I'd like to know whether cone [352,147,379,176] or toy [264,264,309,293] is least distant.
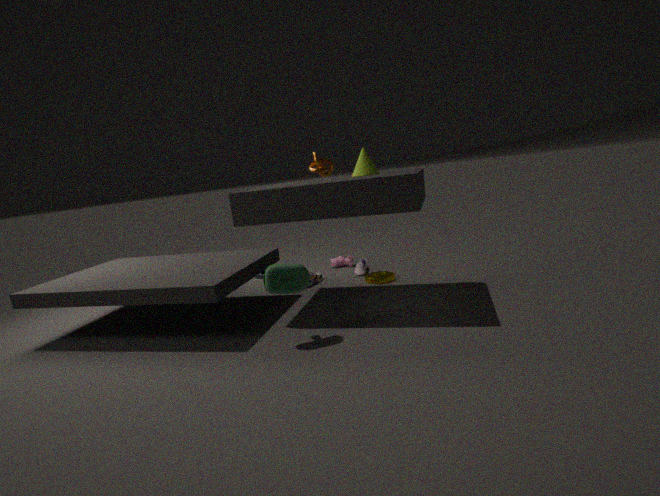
toy [264,264,309,293]
